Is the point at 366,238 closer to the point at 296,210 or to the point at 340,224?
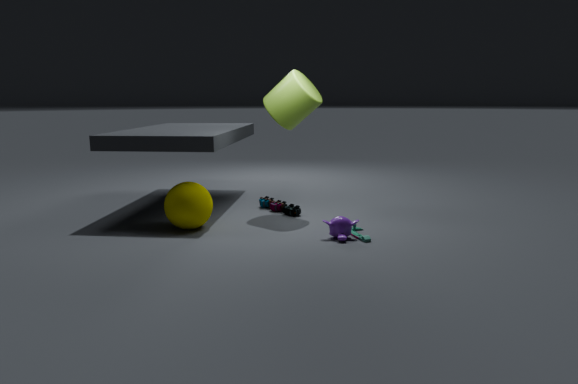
the point at 340,224
